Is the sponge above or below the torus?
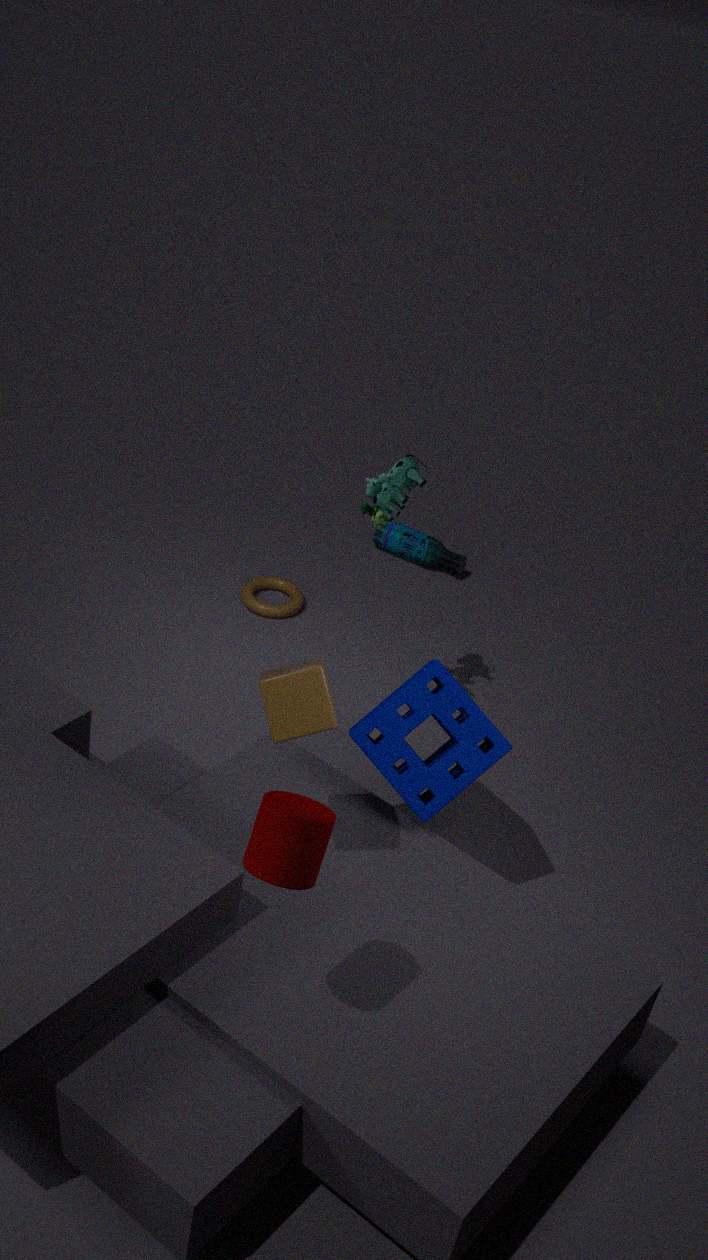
above
